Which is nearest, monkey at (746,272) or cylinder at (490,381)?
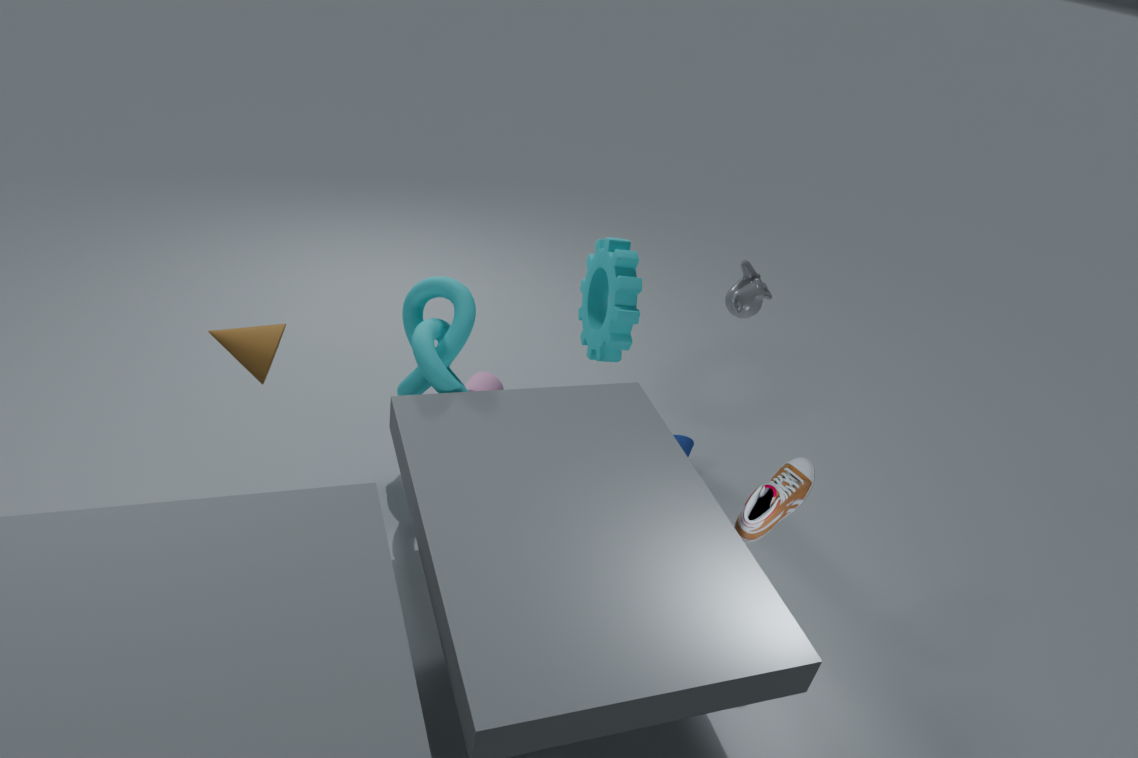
monkey at (746,272)
